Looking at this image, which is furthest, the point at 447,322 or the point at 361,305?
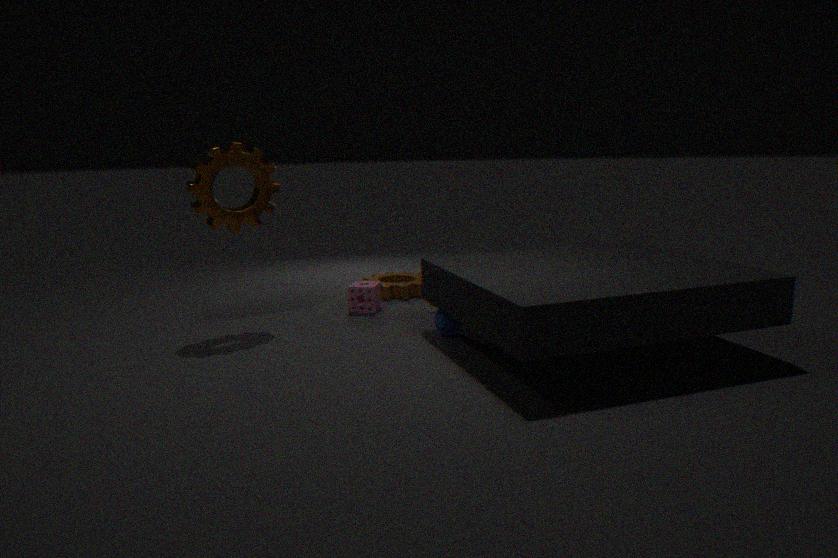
the point at 361,305
